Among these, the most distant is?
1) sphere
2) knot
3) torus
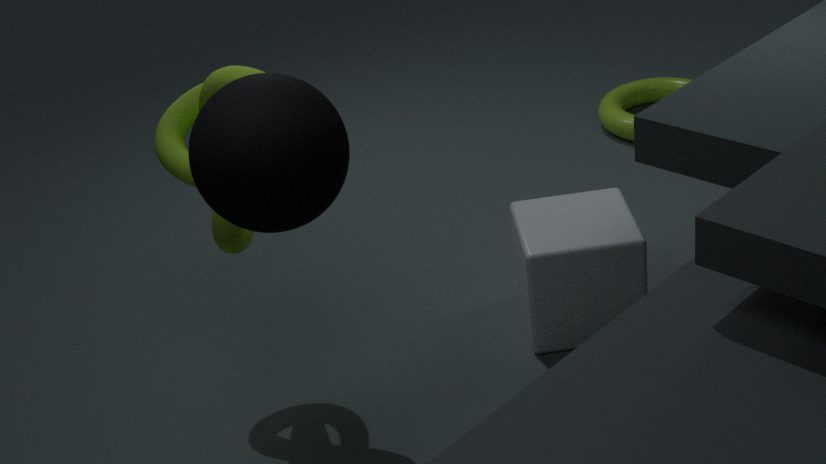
3. torus
